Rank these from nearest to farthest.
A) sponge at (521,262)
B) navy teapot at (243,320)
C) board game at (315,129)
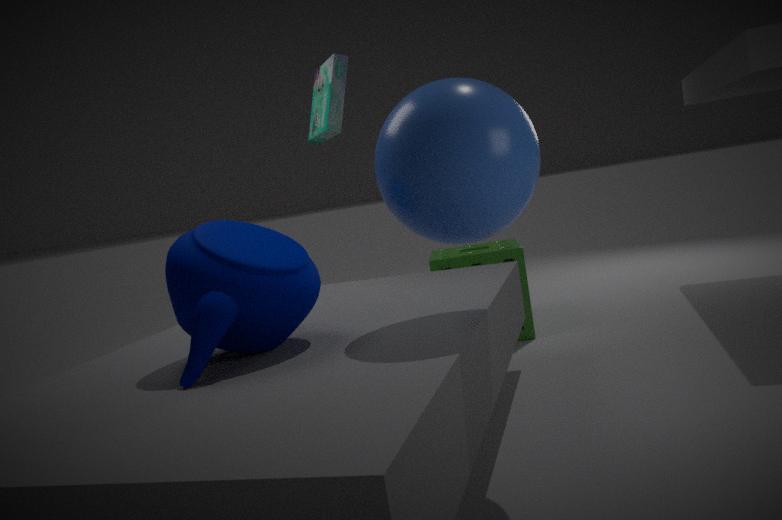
1. navy teapot at (243,320)
2. board game at (315,129)
3. sponge at (521,262)
